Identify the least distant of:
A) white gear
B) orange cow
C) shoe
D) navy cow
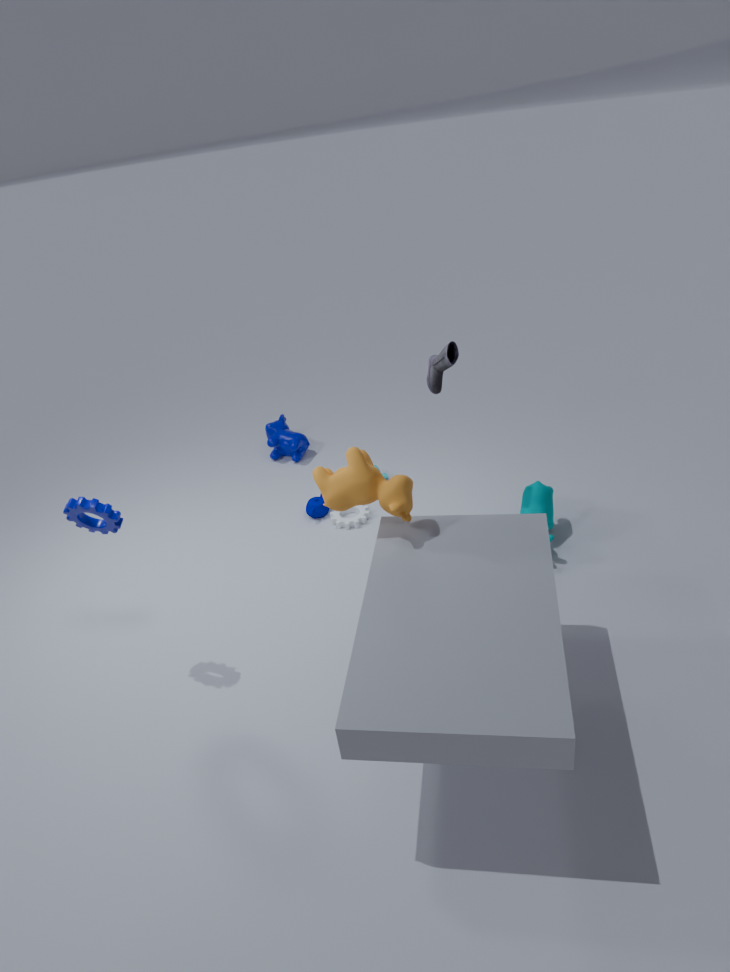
orange cow
